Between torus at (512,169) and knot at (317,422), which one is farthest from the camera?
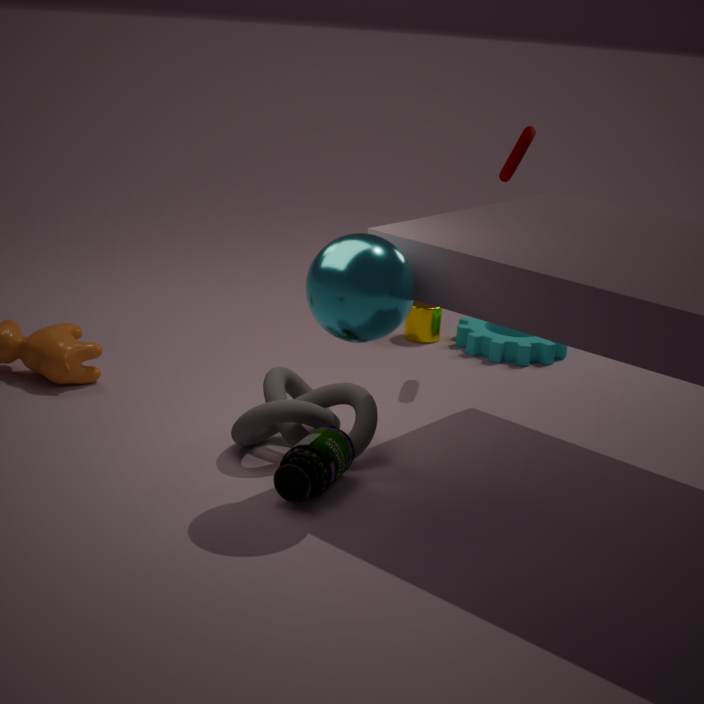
torus at (512,169)
